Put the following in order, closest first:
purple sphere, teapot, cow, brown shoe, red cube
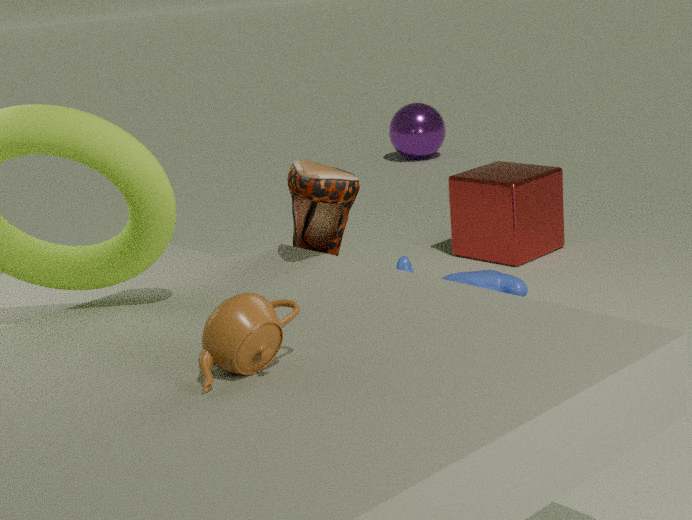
teapot
brown shoe
cow
red cube
purple sphere
